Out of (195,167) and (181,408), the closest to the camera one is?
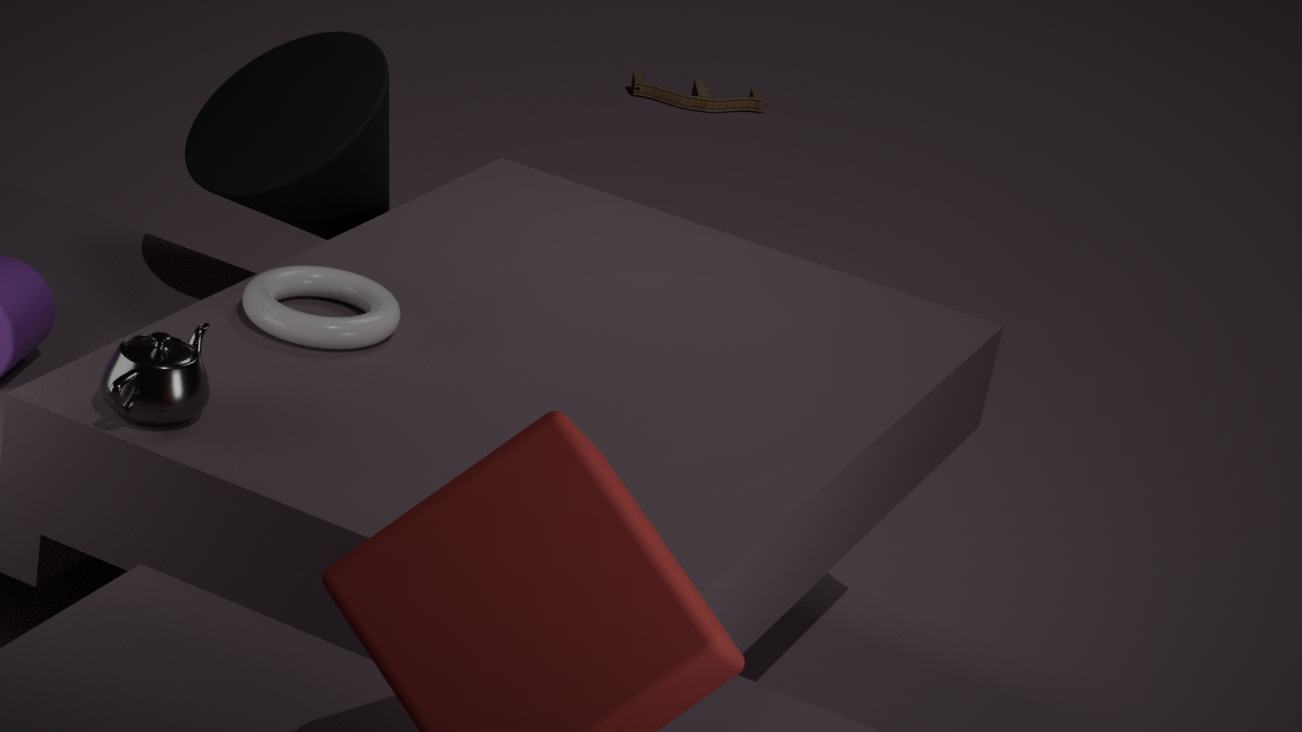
(181,408)
